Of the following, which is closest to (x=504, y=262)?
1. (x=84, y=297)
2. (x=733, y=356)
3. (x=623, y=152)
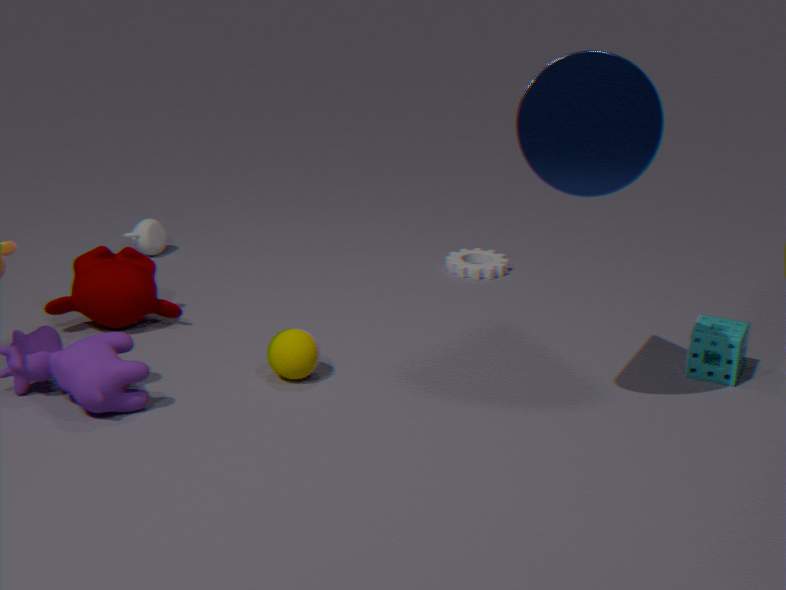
(x=733, y=356)
